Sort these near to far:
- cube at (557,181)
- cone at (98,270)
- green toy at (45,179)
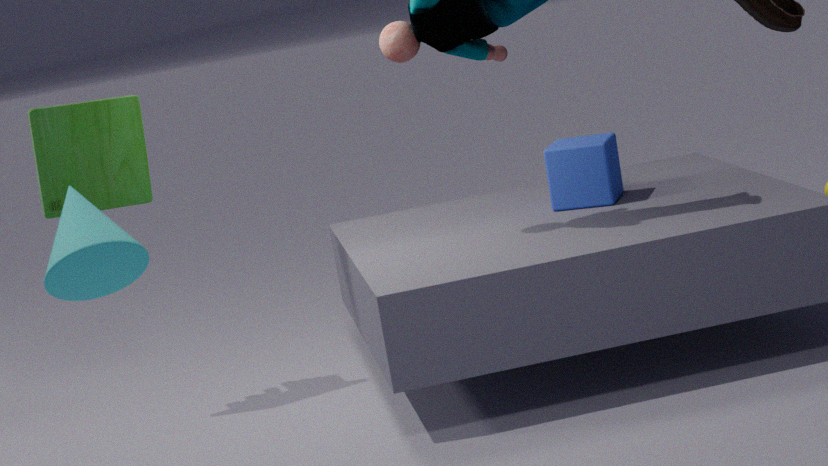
cone at (98,270)
green toy at (45,179)
cube at (557,181)
